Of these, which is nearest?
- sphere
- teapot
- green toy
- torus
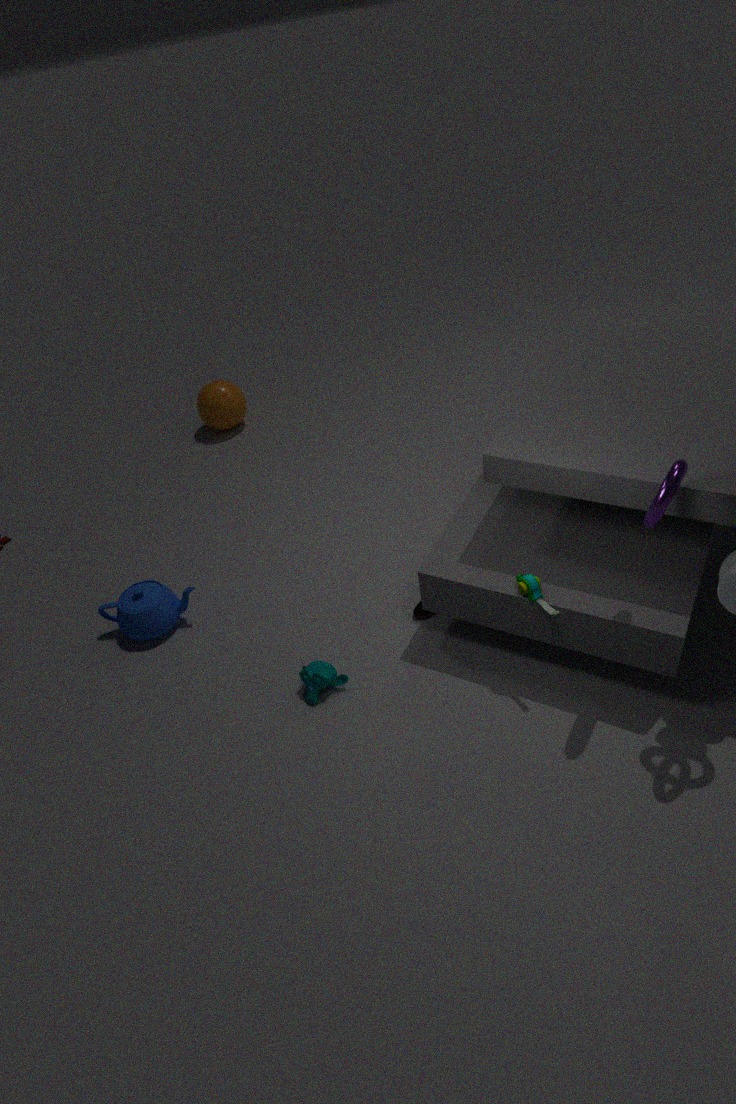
torus
